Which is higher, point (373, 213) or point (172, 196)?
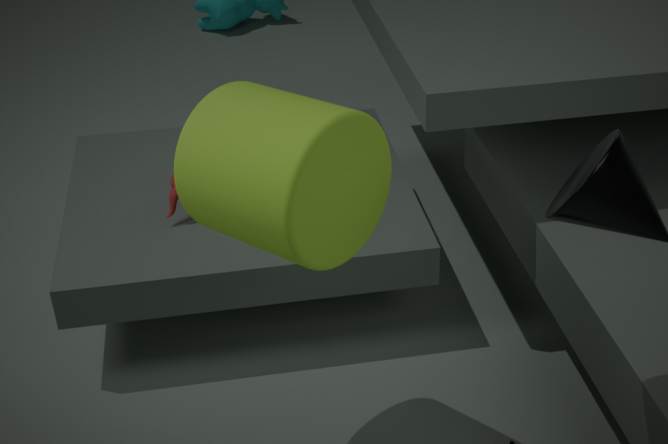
point (373, 213)
